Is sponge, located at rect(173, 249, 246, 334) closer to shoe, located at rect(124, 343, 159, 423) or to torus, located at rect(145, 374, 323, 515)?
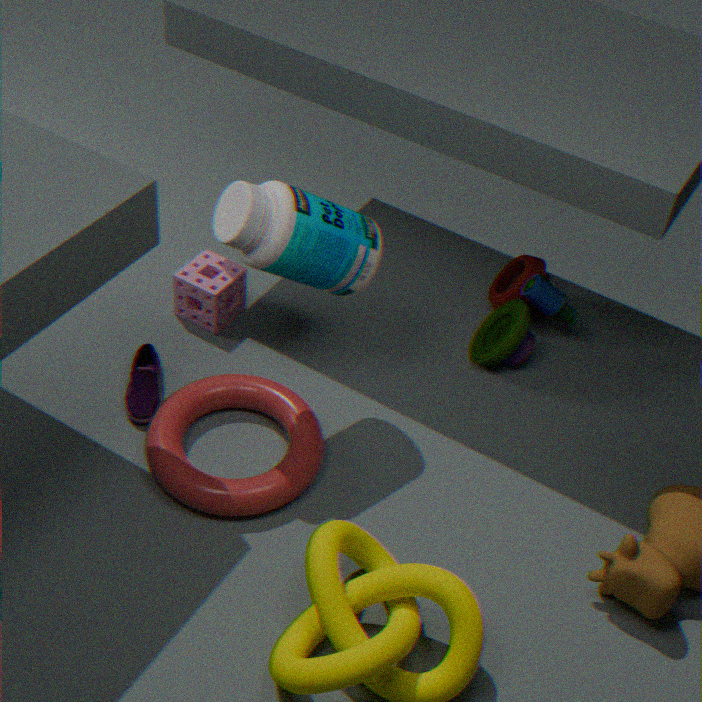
shoe, located at rect(124, 343, 159, 423)
